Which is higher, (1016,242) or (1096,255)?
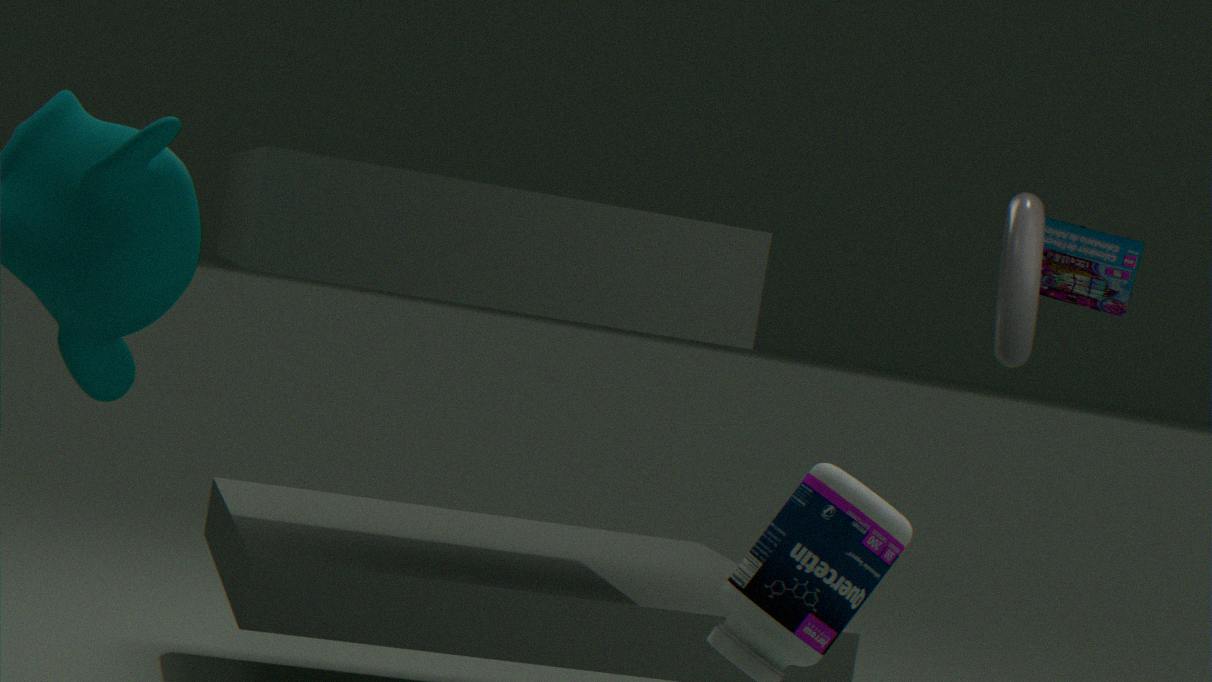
(1096,255)
